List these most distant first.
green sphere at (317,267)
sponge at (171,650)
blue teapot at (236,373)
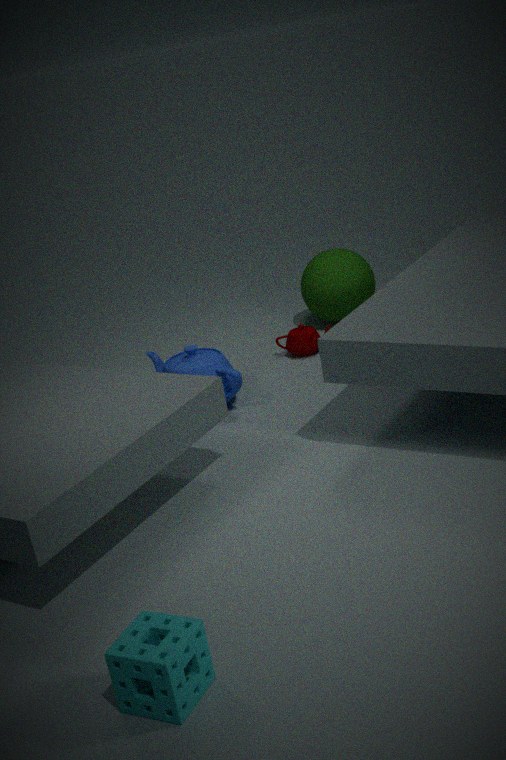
green sphere at (317,267), blue teapot at (236,373), sponge at (171,650)
